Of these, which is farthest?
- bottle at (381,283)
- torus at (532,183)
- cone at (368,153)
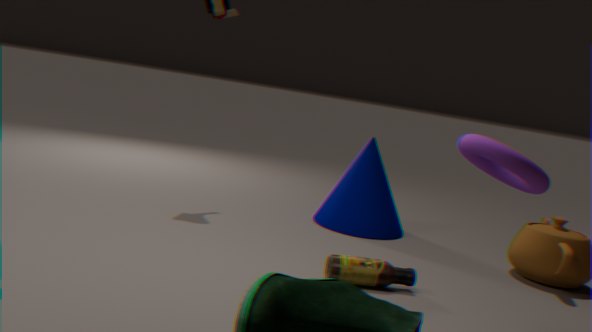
cone at (368,153)
